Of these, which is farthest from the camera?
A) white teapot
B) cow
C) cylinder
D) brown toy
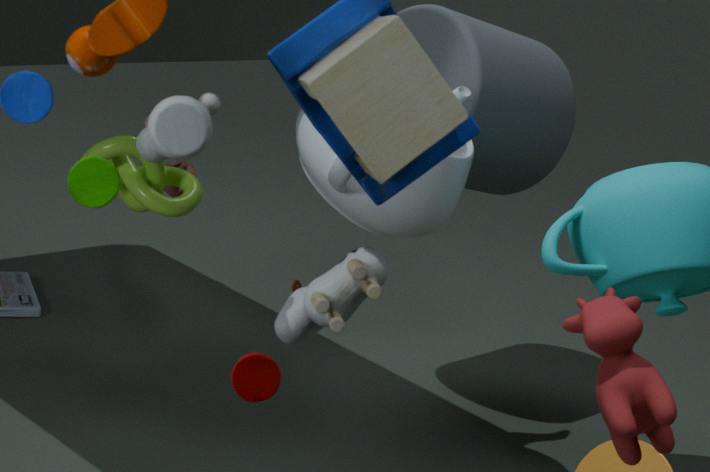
brown toy
